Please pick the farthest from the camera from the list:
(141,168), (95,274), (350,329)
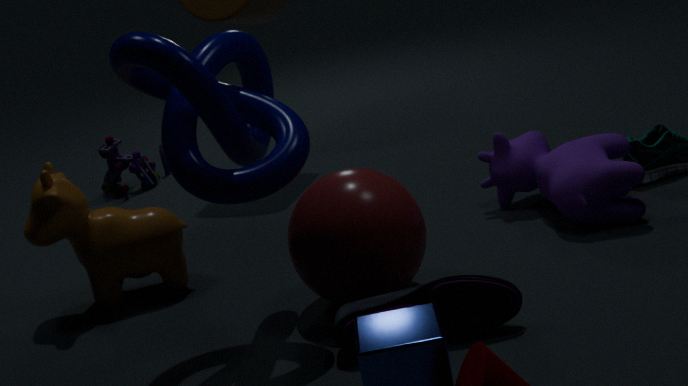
(141,168)
